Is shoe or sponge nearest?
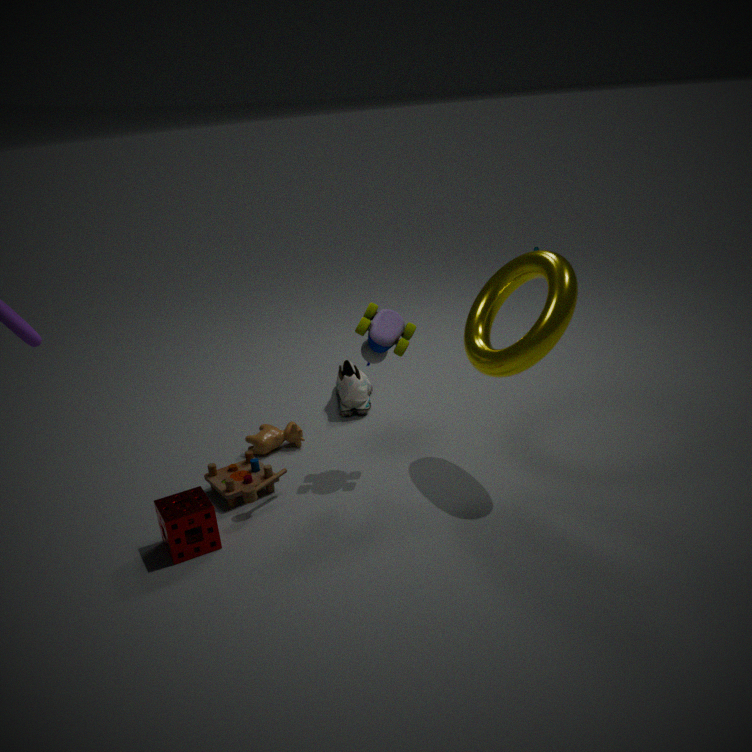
sponge
